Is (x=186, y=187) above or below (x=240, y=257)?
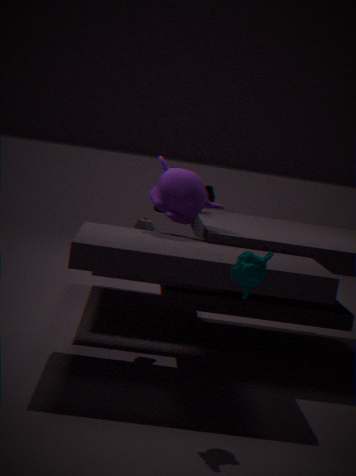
above
